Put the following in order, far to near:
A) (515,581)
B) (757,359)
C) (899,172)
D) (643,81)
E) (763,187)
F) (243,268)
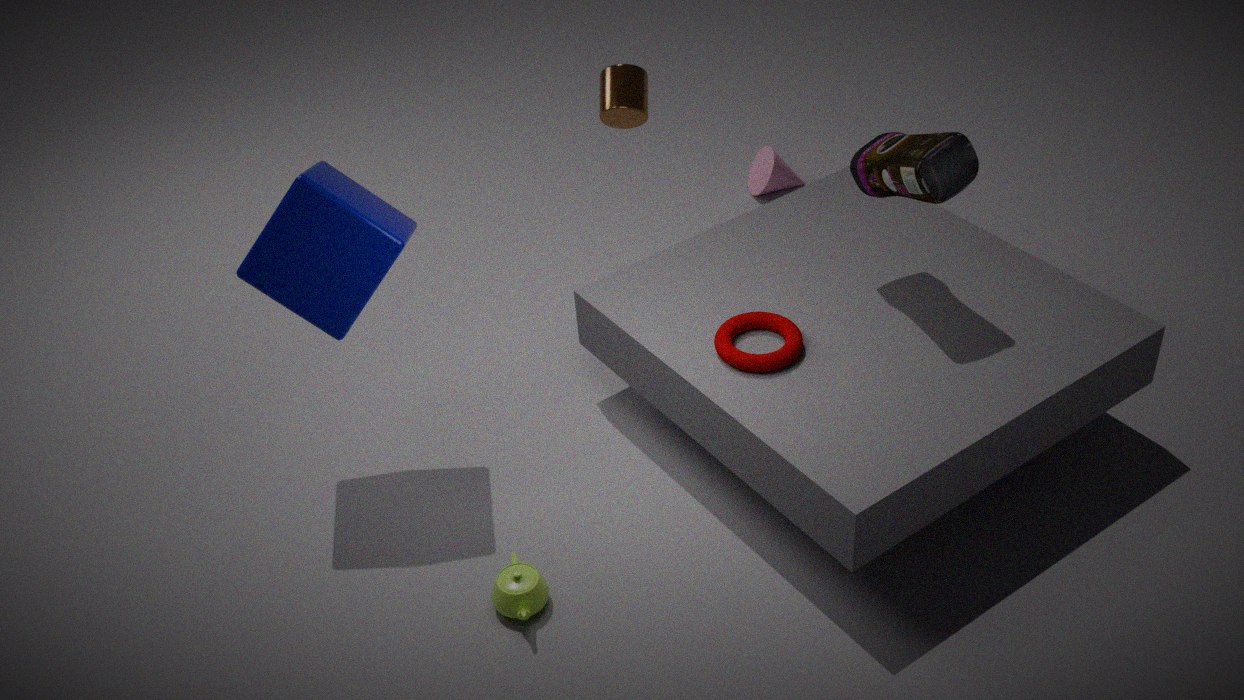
(763,187), (643,81), (757,359), (899,172), (243,268), (515,581)
